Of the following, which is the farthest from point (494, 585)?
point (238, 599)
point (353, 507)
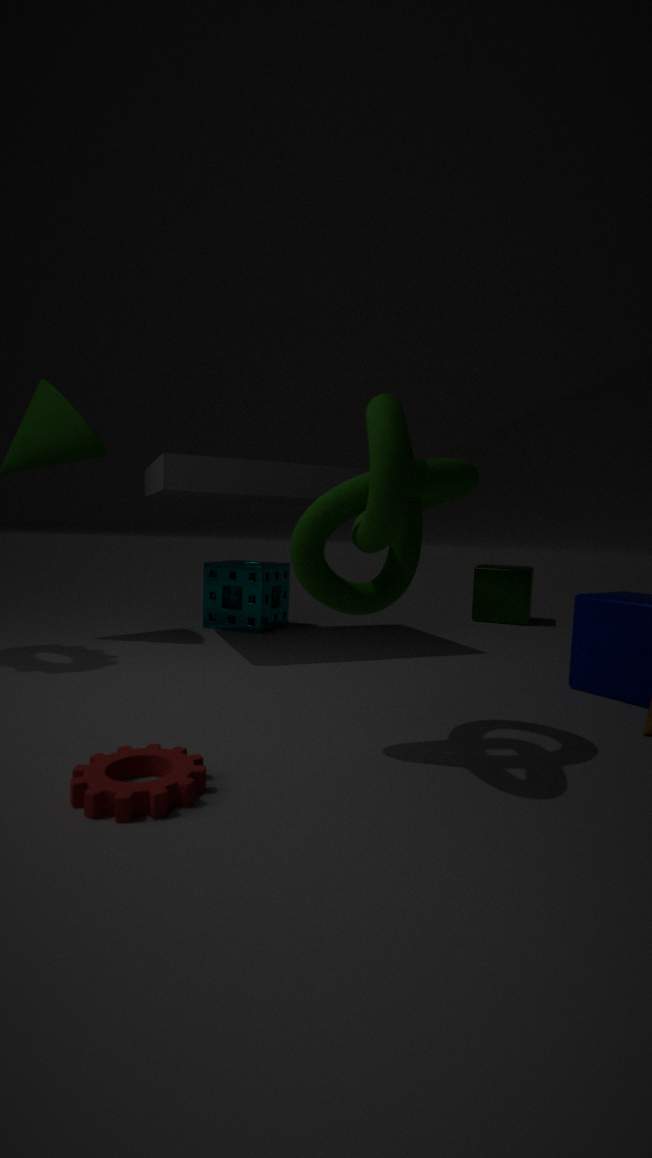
point (353, 507)
